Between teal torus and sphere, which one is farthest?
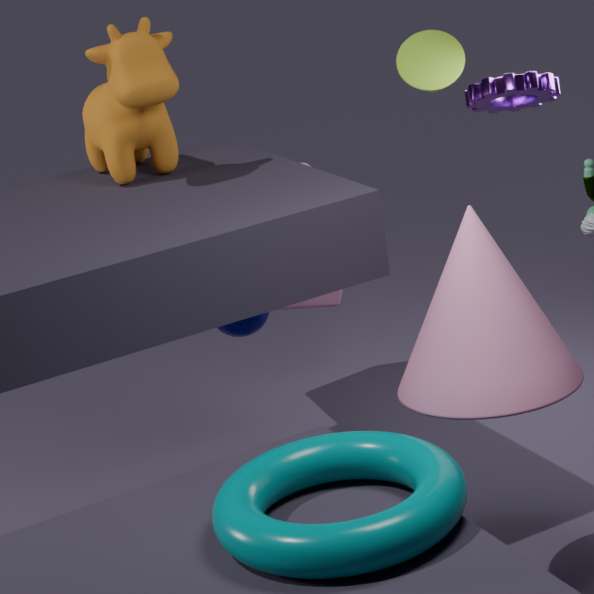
sphere
